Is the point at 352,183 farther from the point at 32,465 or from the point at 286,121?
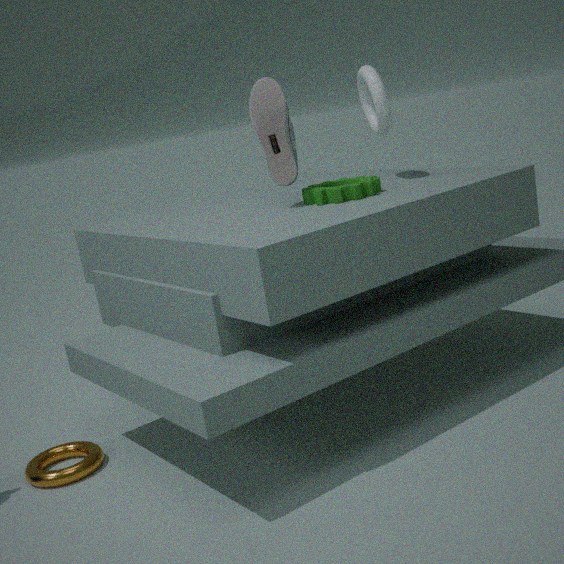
the point at 32,465
